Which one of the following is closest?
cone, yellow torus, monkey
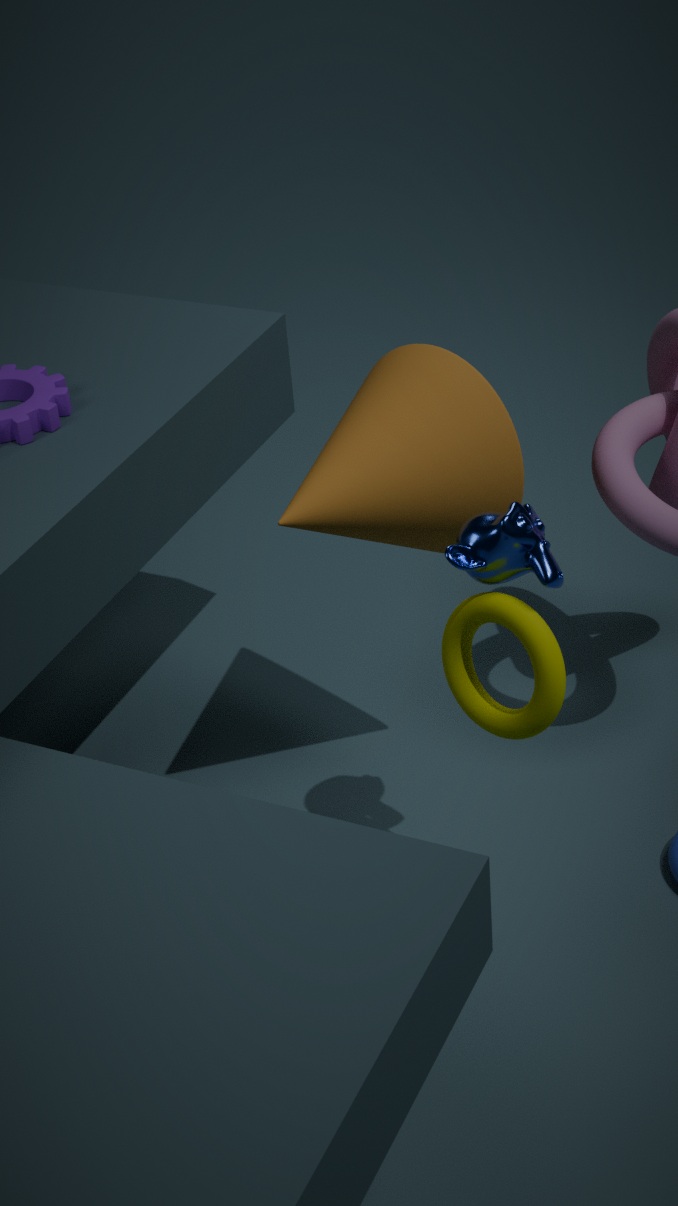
monkey
